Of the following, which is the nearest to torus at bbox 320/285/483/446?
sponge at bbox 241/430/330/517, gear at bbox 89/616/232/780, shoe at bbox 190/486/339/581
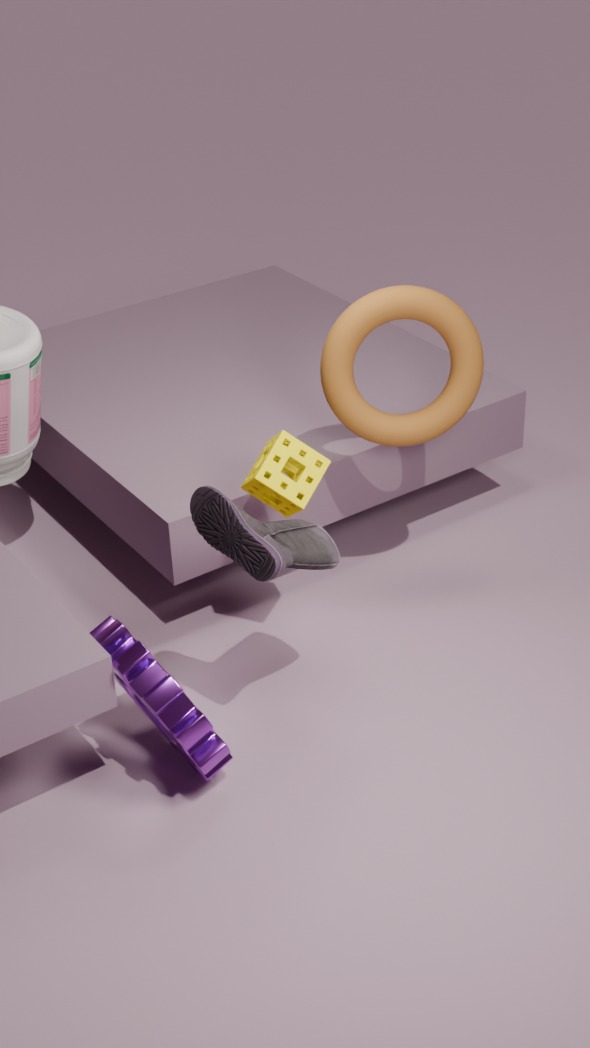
sponge at bbox 241/430/330/517
